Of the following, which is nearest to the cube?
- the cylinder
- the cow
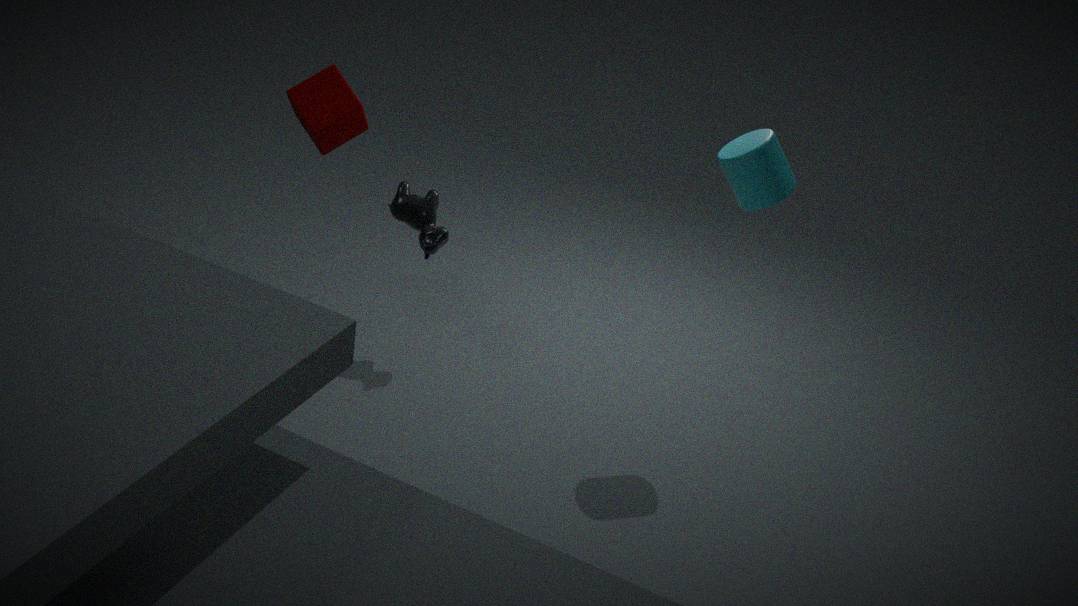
the cow
